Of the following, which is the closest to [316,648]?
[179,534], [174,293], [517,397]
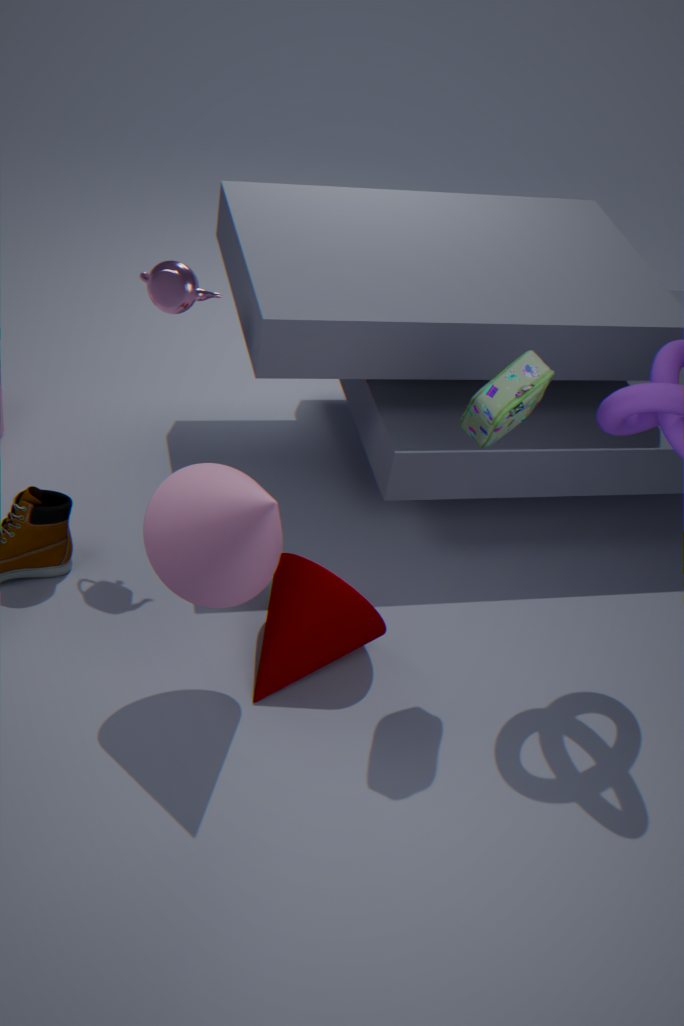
[179,534]
